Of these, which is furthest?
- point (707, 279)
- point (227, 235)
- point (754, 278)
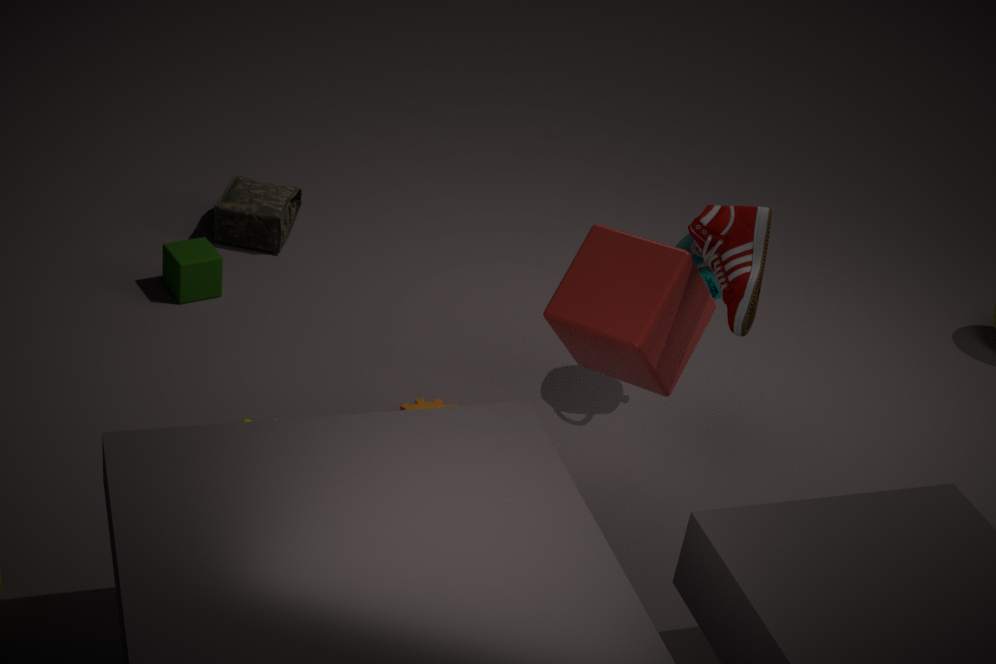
point (227, 235)
